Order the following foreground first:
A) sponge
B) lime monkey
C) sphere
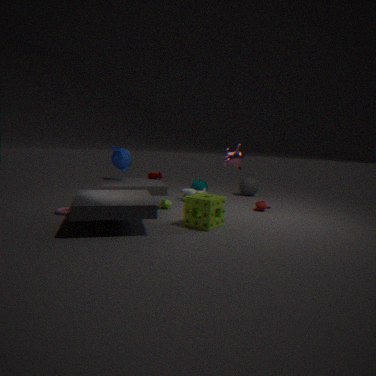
sponge
lime monkey
sphere
